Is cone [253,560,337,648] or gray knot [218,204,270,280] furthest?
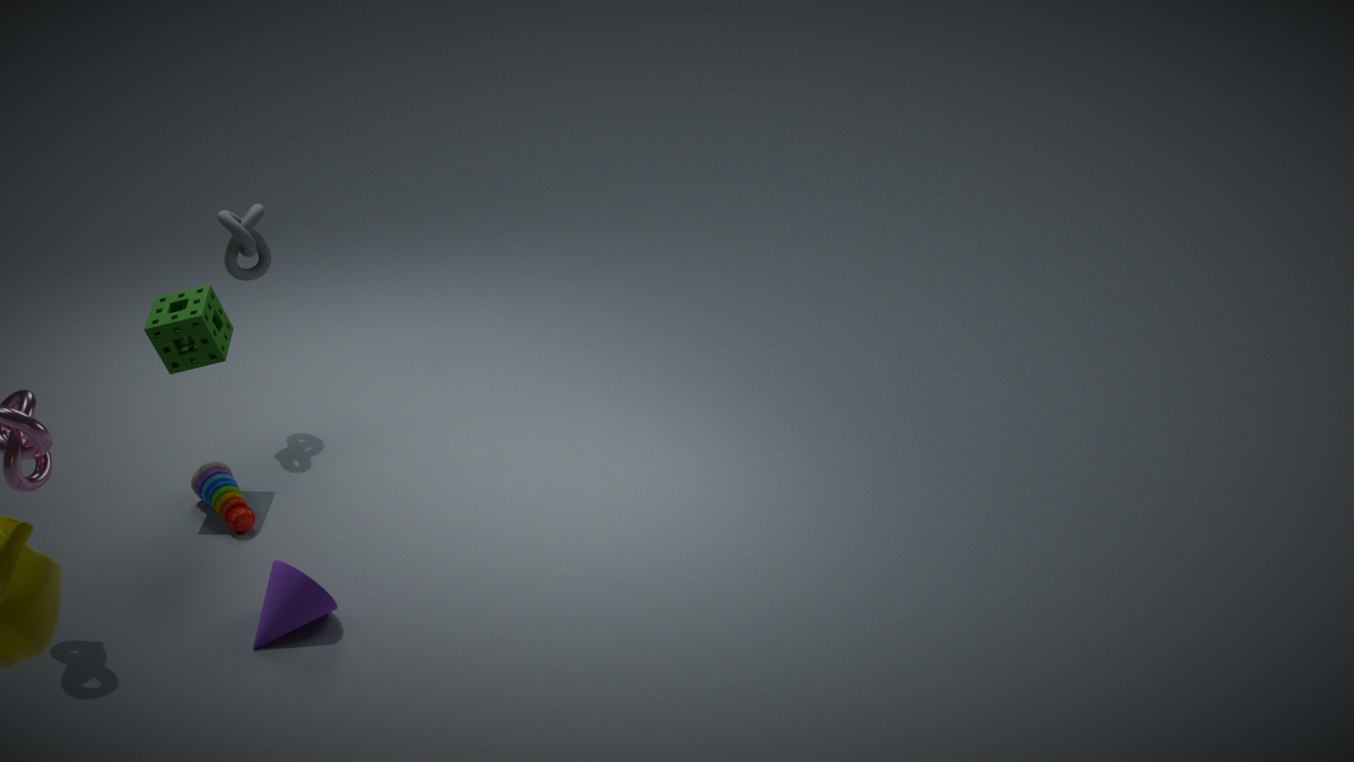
gray knot [218,204,270,280]
